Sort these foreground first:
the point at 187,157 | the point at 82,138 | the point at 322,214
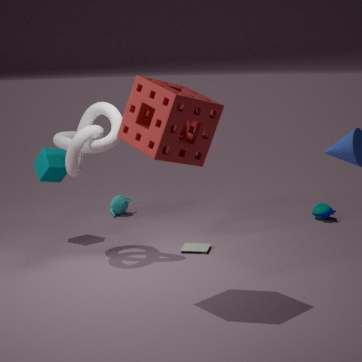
the point at 187,157 < the point at 82,138 < the point at 322,214
